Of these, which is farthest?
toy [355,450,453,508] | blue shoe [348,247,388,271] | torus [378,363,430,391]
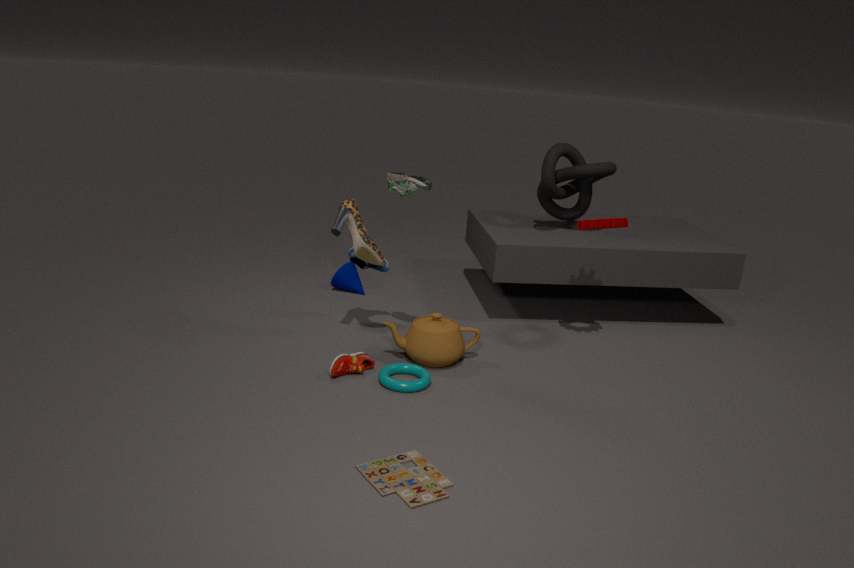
blue shoe [348,247,388,271]
